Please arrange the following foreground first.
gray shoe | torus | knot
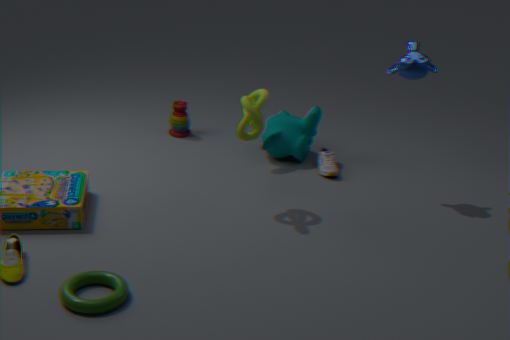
torus, knot, gray shoe
